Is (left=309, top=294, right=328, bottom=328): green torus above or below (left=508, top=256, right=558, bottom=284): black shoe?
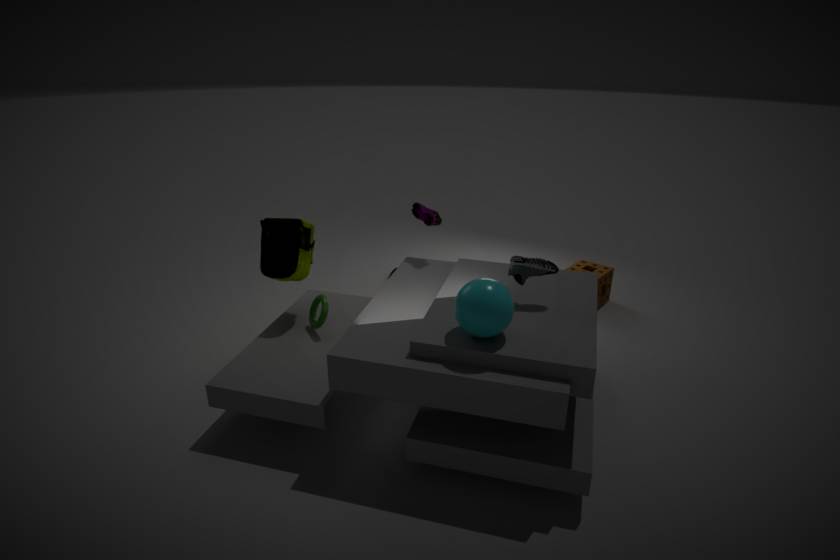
below
